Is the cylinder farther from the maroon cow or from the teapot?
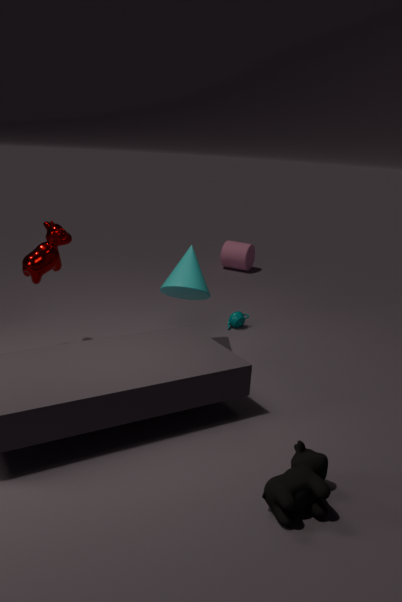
the maroon cow
